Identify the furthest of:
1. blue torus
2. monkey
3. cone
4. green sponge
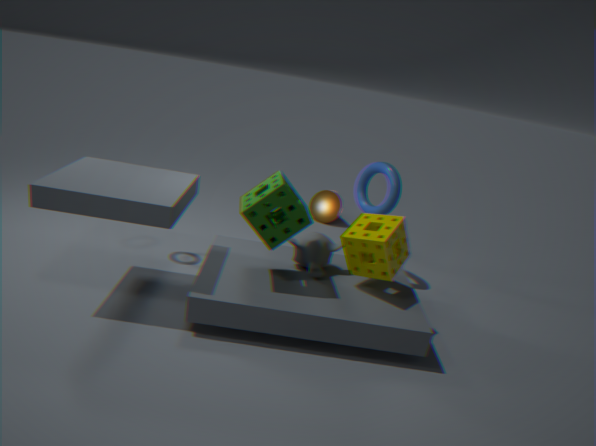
cone
